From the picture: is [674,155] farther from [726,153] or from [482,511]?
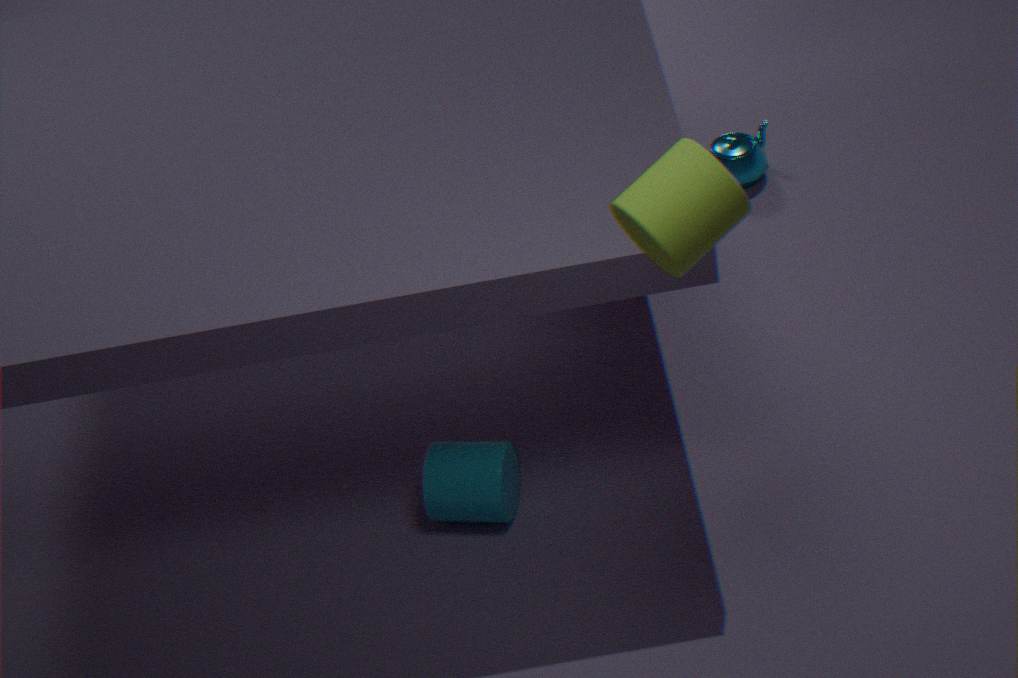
[726,153]
